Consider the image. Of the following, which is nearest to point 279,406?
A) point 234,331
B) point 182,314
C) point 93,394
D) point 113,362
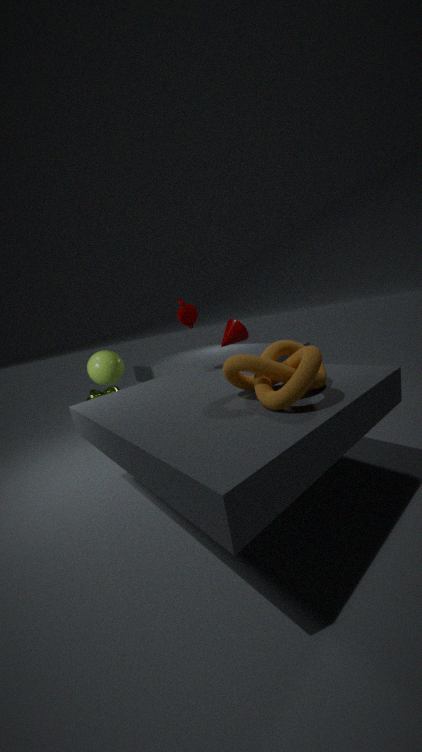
point 234,331
